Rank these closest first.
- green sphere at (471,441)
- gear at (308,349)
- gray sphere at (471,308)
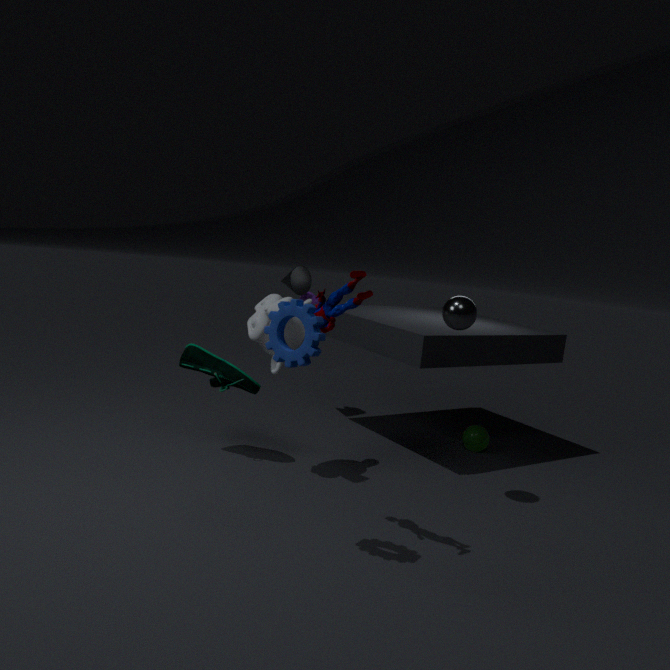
1. gear at (308,349)
2. gray sphere at (471,308)
3. green sphere at (471,441)
